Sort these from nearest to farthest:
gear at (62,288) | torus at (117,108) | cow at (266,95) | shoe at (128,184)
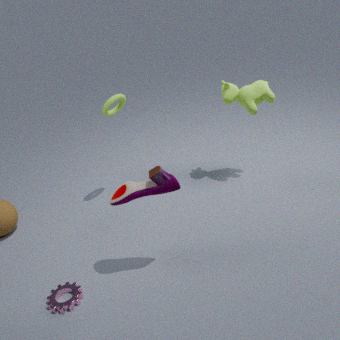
shoe at (128,184), gear at (62,288), torus at (117,108), cow at (266,95)
